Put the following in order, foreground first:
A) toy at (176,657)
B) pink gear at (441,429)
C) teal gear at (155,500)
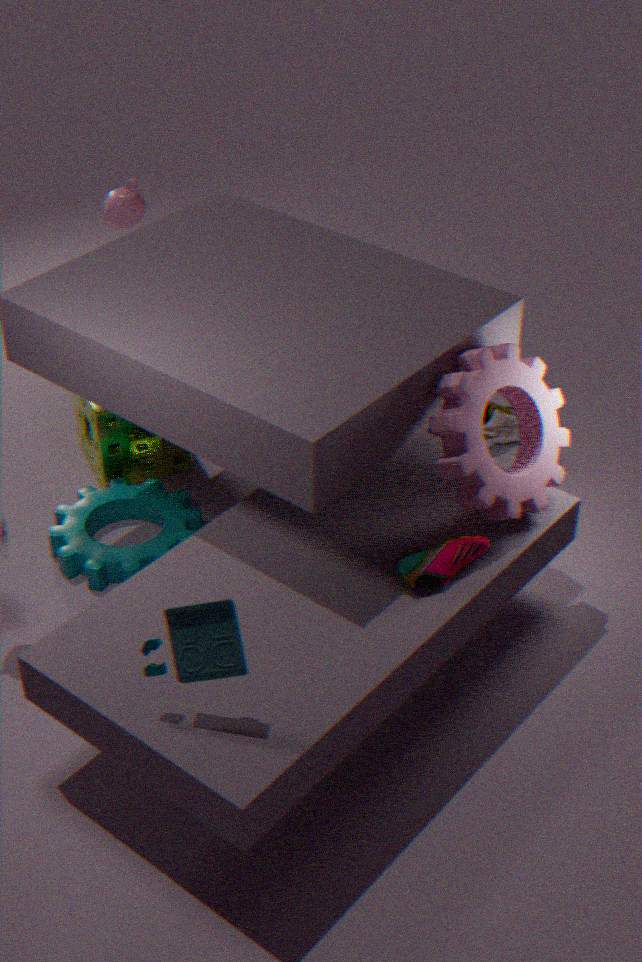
toy at (176,657)
pink gear at (441,429)
teal gear at (155,500)
